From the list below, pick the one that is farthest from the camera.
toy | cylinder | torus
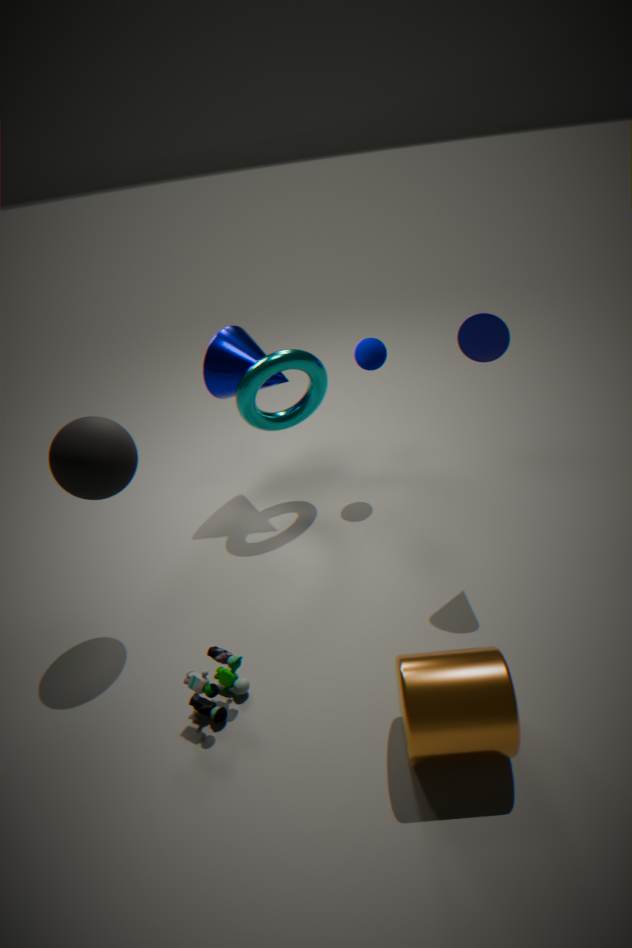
torus
